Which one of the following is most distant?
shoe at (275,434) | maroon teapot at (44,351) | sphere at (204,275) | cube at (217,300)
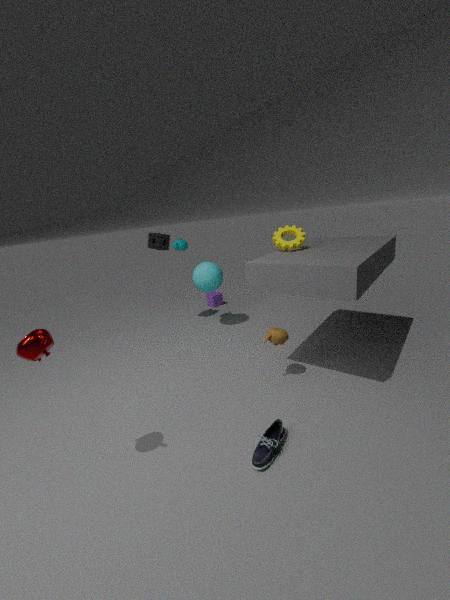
cube at (217,300)
